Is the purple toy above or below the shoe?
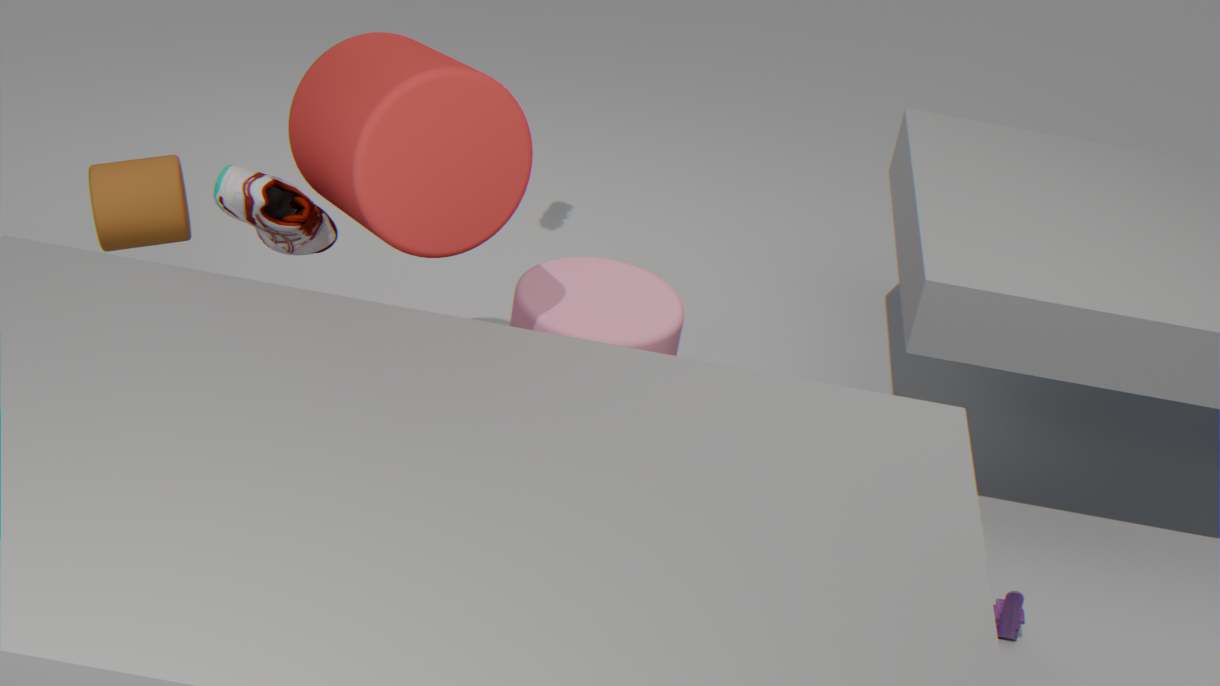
below
